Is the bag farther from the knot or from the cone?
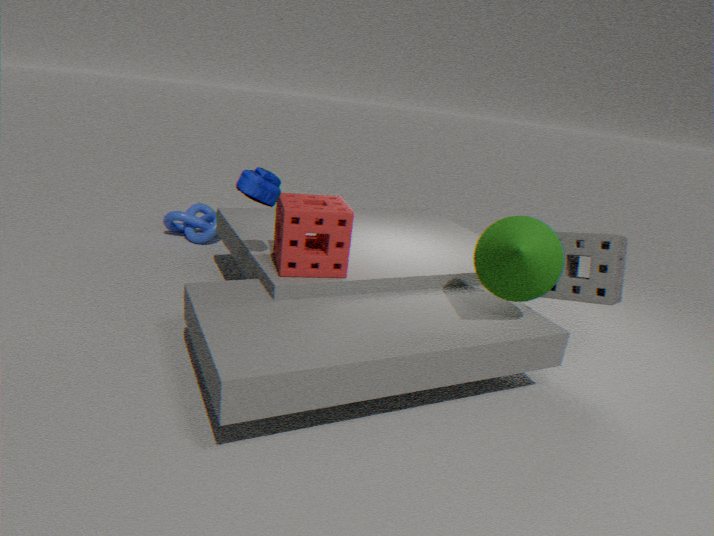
the knot
